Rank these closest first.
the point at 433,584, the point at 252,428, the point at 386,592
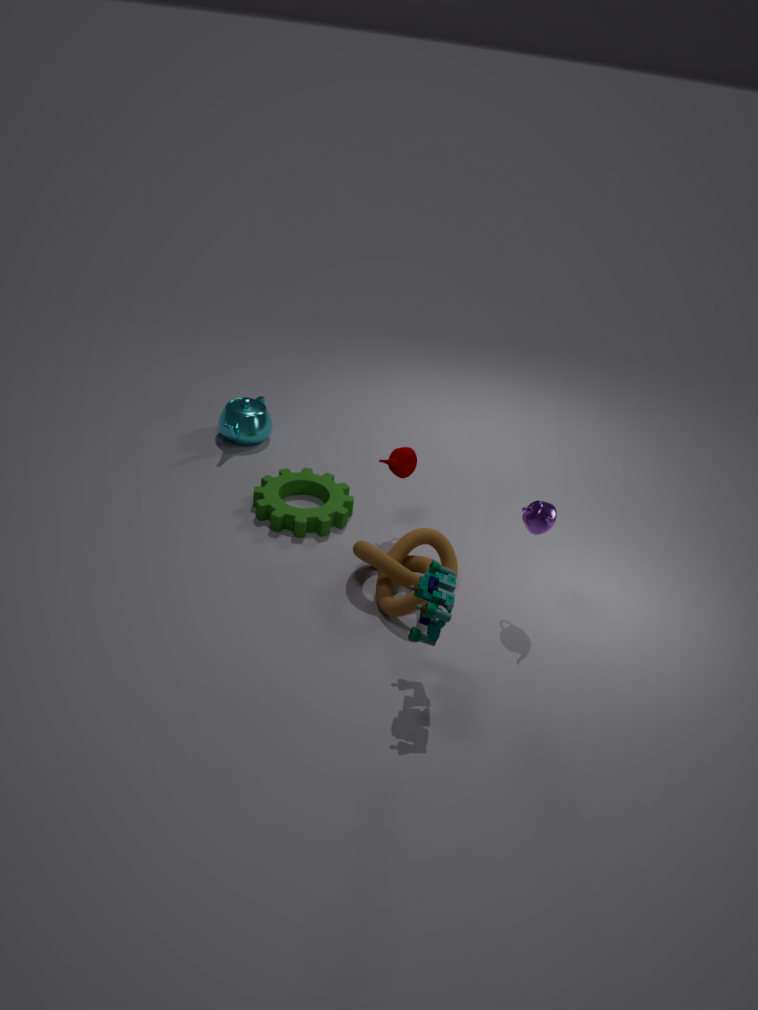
the point at 433,584 → the point at 386,592 → the point at 252,428
